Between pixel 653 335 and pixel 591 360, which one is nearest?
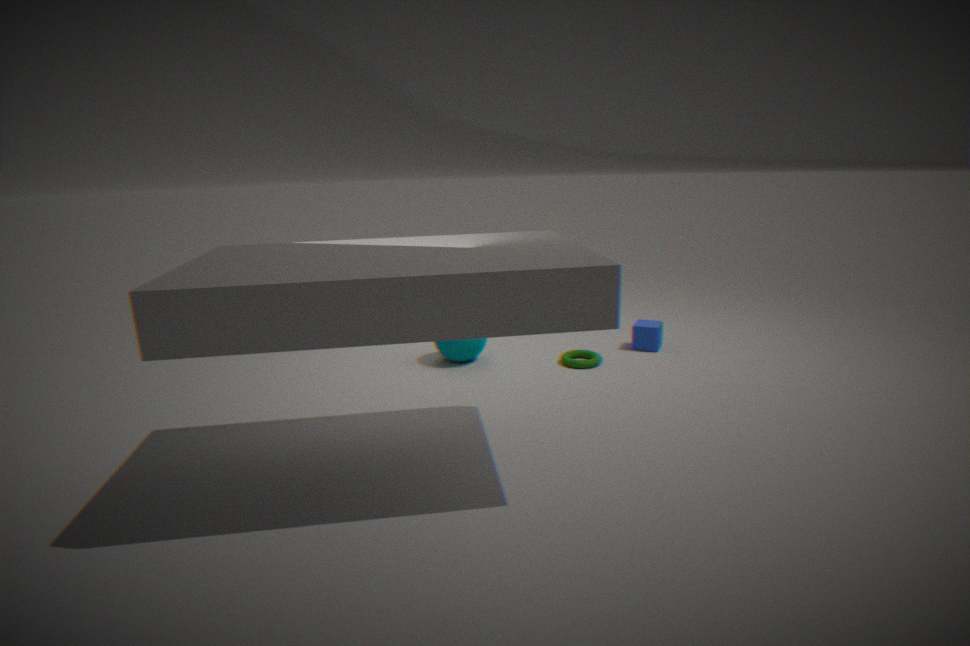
pixel 591 360
